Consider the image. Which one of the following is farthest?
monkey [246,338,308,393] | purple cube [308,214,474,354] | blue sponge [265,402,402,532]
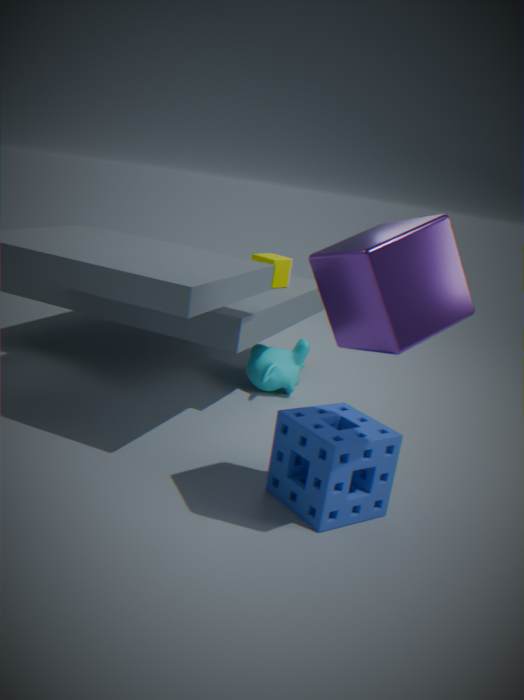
monkey [246,338,308,393]
